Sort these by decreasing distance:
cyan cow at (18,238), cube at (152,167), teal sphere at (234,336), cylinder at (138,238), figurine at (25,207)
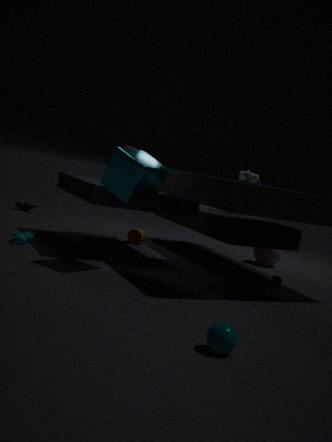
figurine at (25,207) < cylinder at (138,238) < cyan cow at (18,238) < cube at (152,167) < teal sphere at (234,336)
